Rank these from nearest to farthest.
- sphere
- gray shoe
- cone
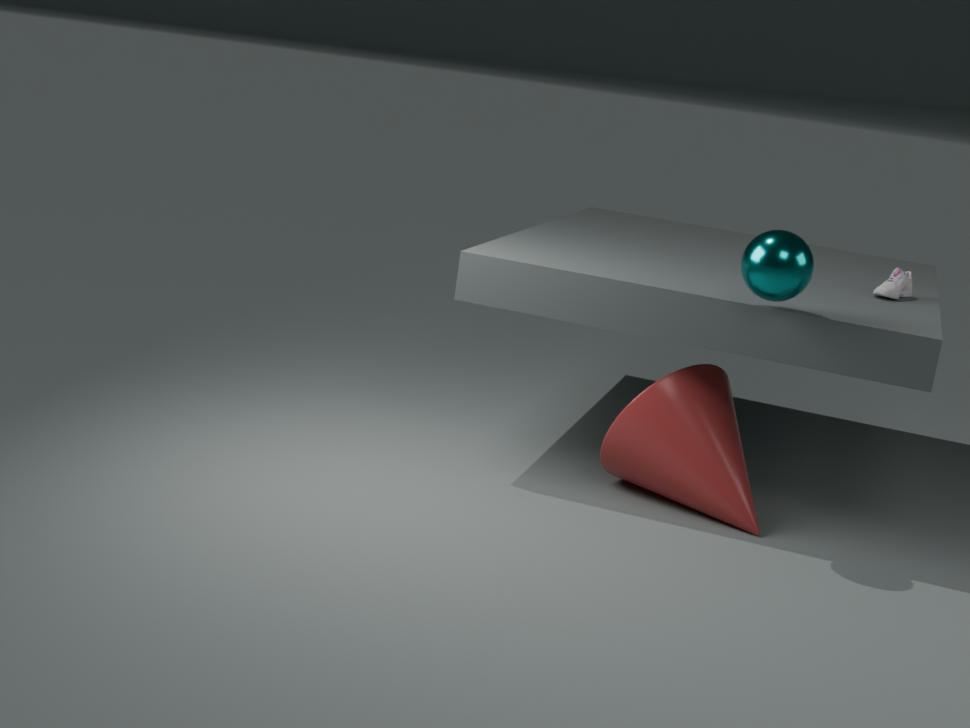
1. sphere
2. cone
3. gray shoe
